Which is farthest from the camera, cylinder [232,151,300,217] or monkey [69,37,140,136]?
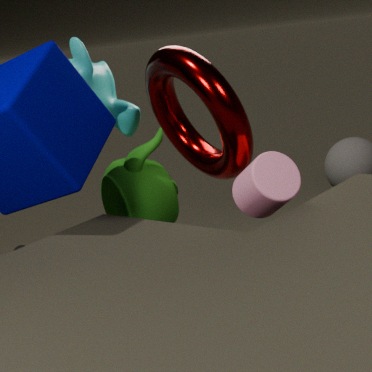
monkey [69,37,140,136]
